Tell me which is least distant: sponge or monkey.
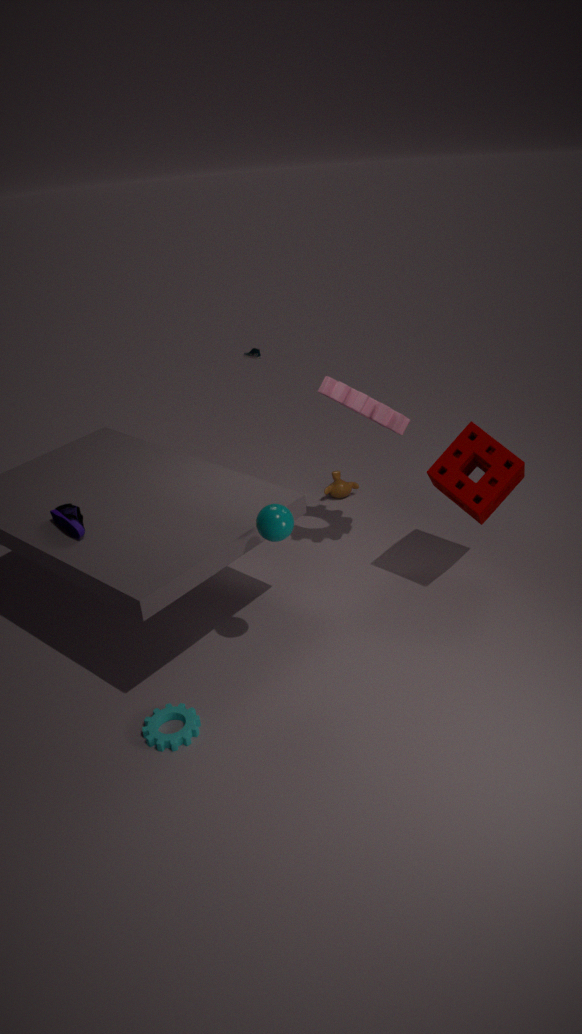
sponge
